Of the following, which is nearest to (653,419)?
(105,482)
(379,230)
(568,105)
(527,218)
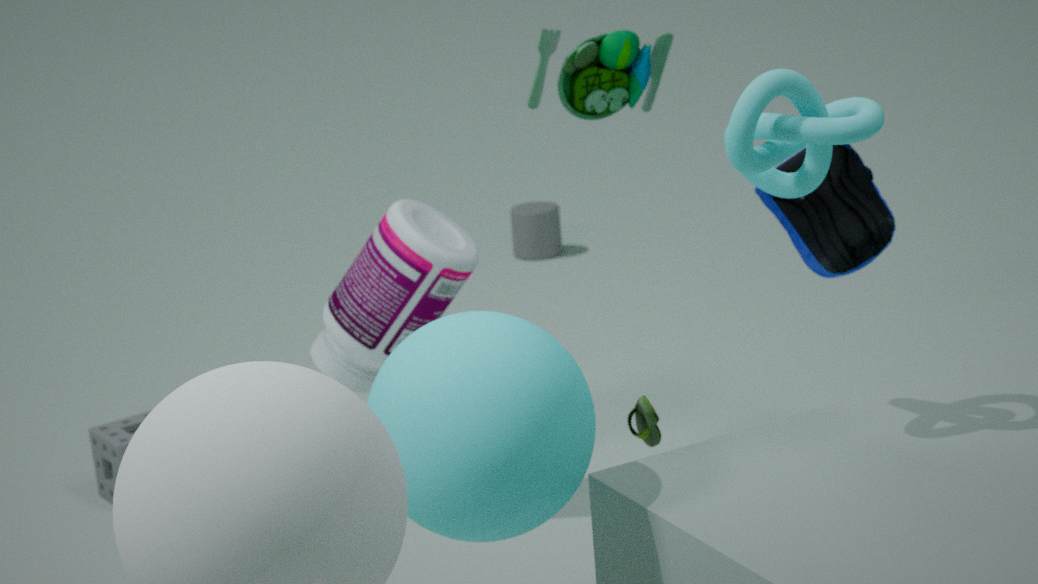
(379,230)
